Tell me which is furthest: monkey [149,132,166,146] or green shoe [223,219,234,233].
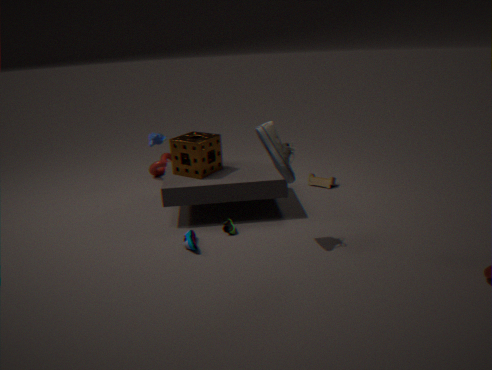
monkey [149,132,166,146]
